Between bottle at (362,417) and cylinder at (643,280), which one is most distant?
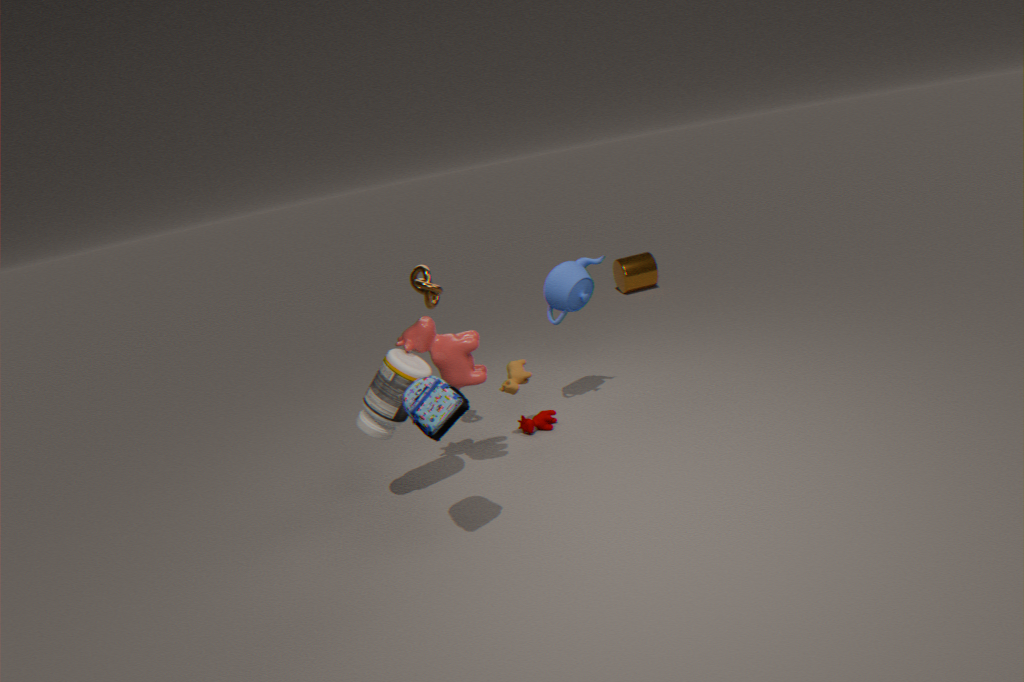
cylinder at (643,280)
